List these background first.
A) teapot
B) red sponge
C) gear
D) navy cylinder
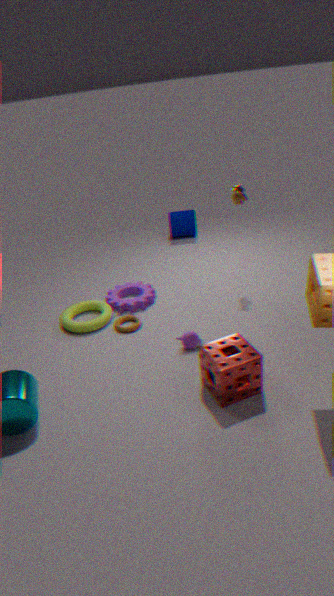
navy cylinder, gear, teapot, red sponge
